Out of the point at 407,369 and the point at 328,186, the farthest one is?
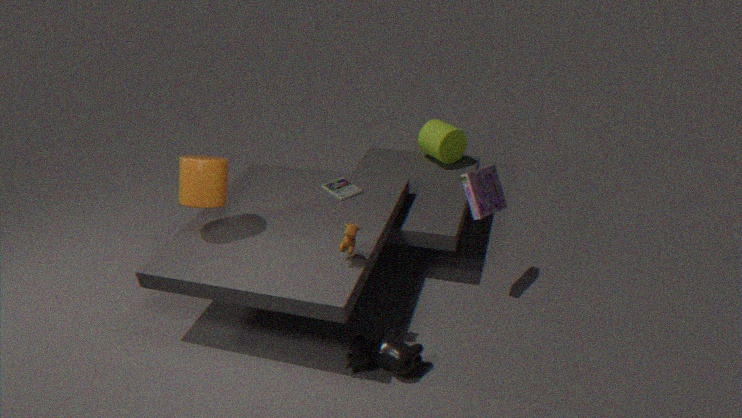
the point at 328,186
